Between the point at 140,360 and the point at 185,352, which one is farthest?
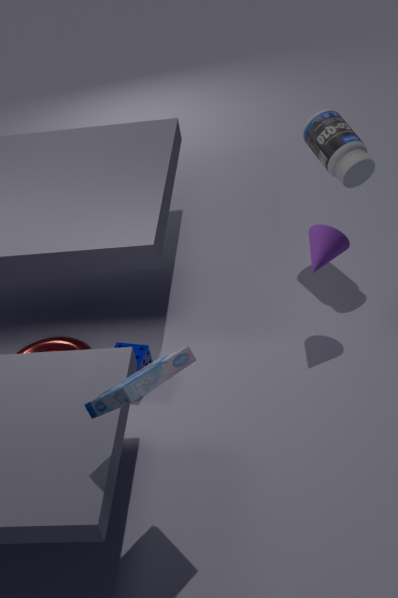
the point at 140,360
